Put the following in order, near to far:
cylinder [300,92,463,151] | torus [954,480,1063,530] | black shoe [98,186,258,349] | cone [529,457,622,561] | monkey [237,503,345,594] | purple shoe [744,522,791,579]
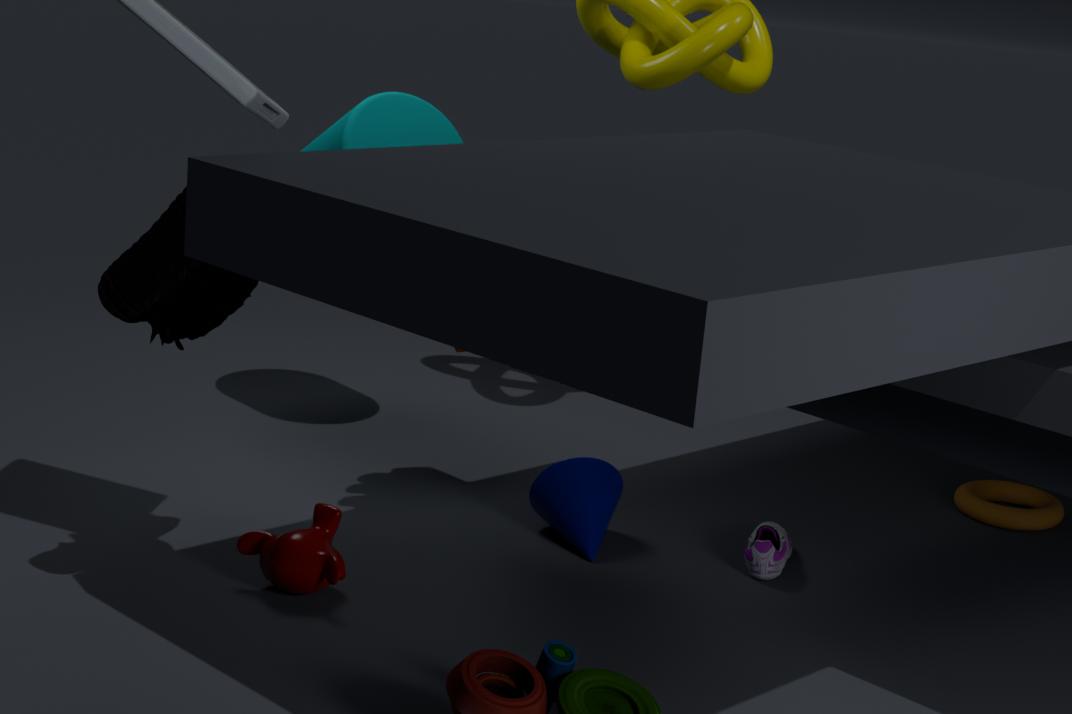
1. black shoe [98,186,258,349]
2. monkey [237,503,345,594]
3. purple shoe [744,522,791,579]
4. cone [529,457,622,561]
5. cylinder [300,92,463,151]
6. torus [954,480,1063,530]
